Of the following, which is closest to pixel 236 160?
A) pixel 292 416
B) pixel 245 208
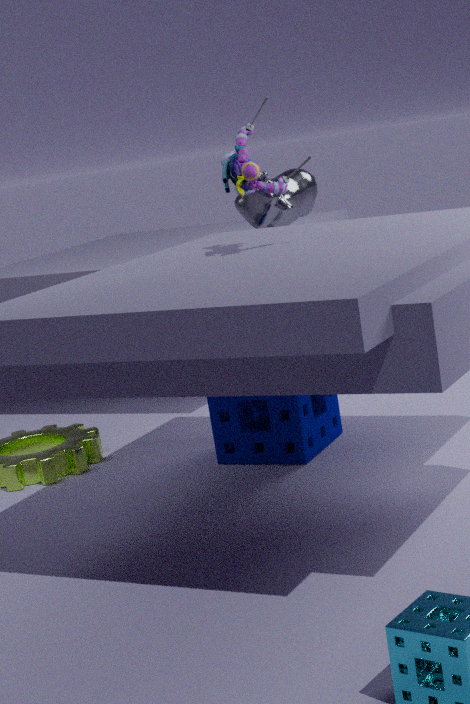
pixel 292 416
